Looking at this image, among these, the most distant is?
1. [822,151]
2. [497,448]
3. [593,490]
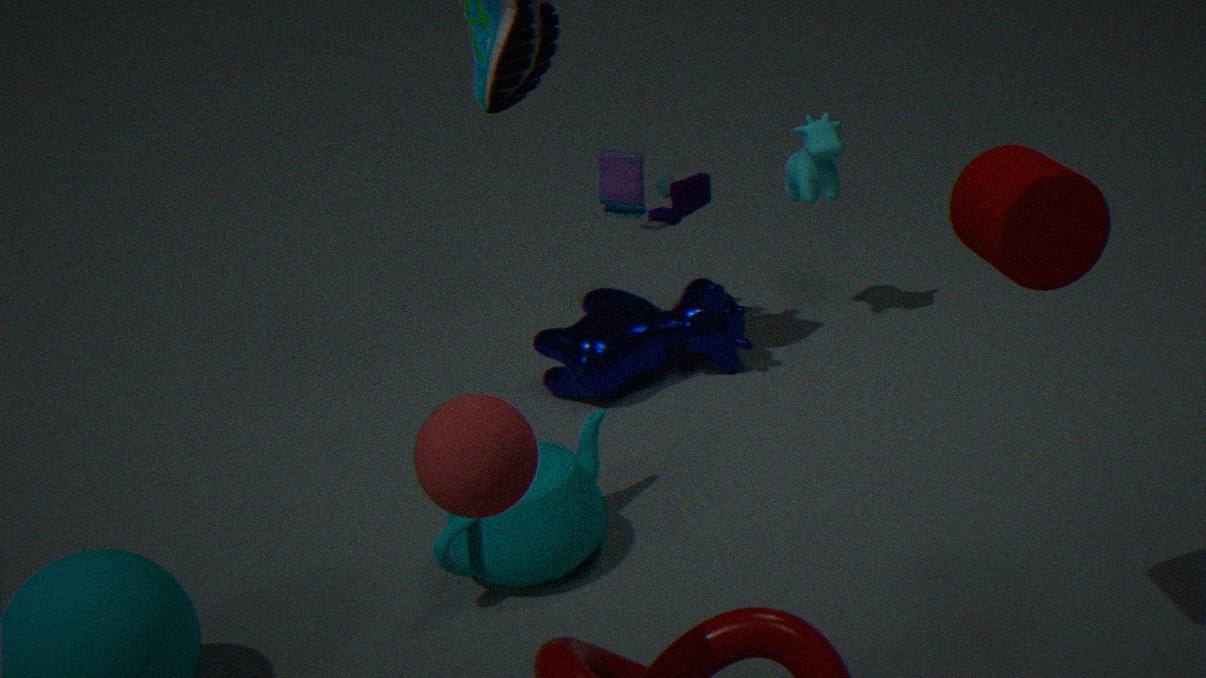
[822,151]
